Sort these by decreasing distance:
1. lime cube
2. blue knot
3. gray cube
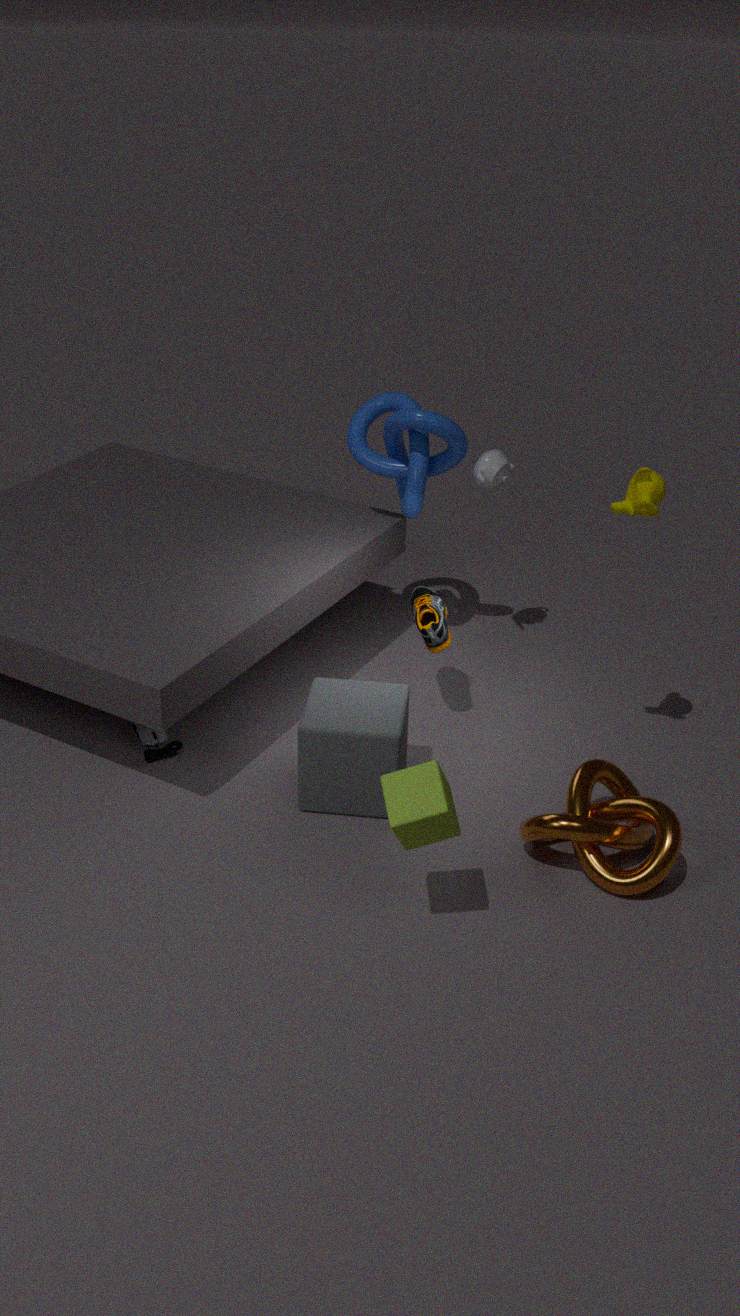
blue knot
gray cube
lime cube
